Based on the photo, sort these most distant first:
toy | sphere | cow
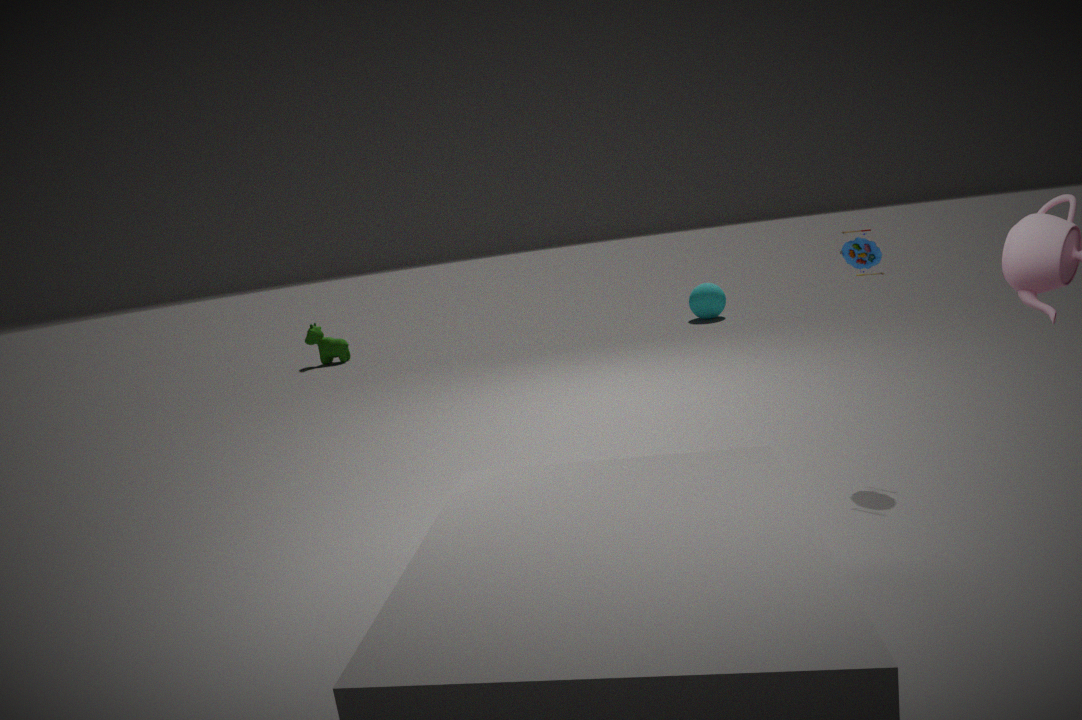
cow < sphere < toy
